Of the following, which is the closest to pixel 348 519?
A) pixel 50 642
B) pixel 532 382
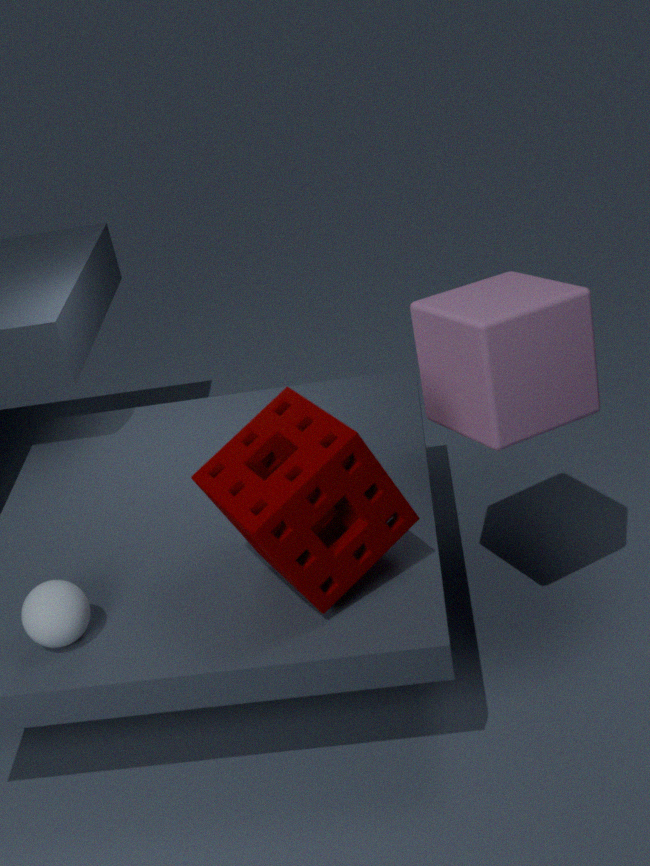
pixel 532 382
